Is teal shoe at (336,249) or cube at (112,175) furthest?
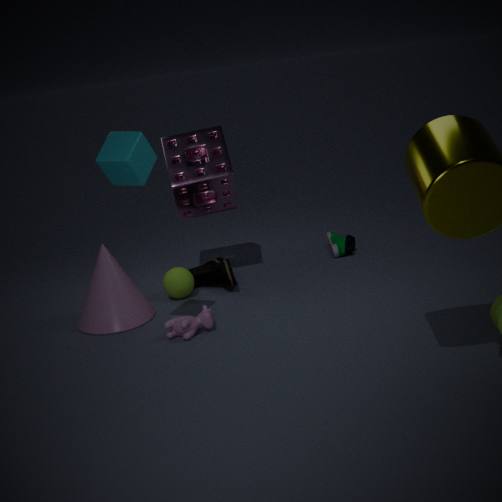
teal shoe at (336,249)
